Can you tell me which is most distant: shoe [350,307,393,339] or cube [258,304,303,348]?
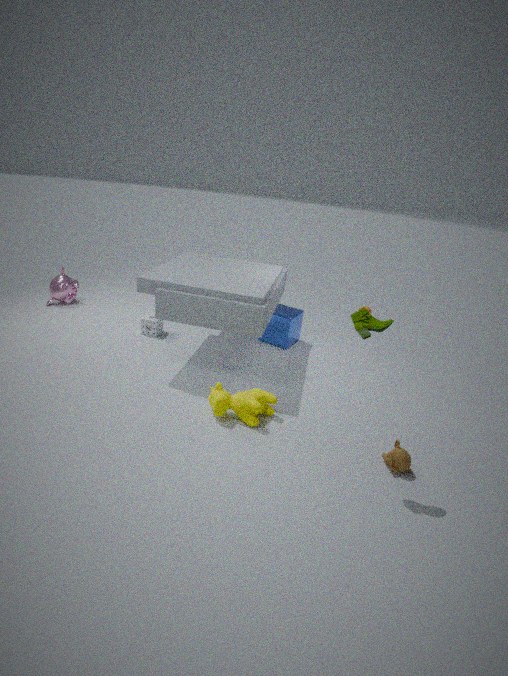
cube [258,304,303,348]
